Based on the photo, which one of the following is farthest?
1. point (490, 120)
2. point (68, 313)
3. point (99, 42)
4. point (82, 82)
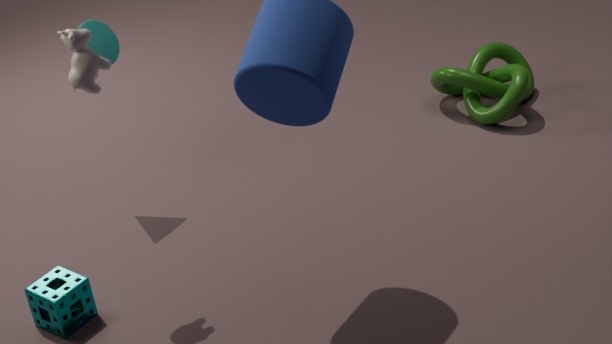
point (490, 120)
